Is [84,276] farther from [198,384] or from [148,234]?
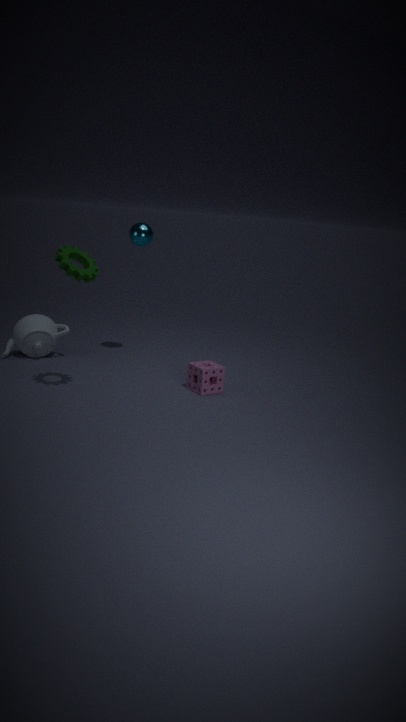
[198,384]
